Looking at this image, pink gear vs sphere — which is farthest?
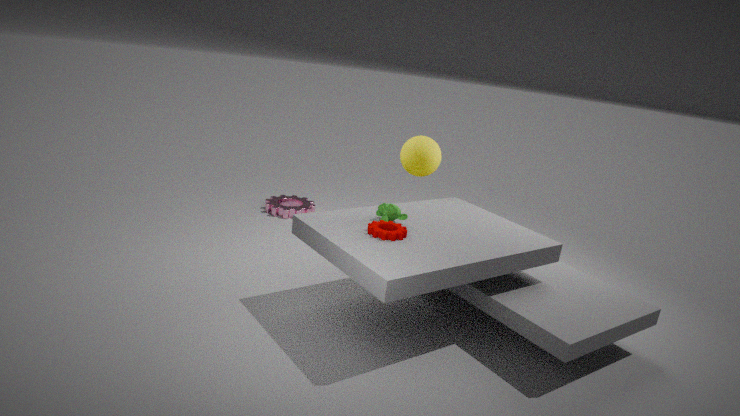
pink gear
